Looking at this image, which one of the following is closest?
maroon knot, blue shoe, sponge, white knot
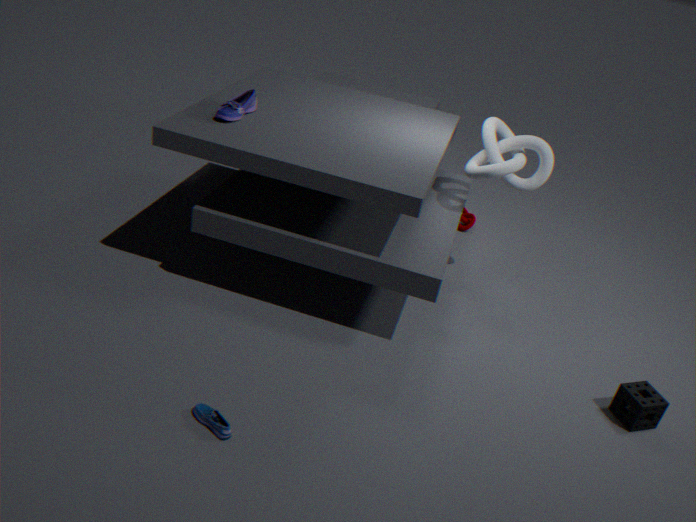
blue shoe
